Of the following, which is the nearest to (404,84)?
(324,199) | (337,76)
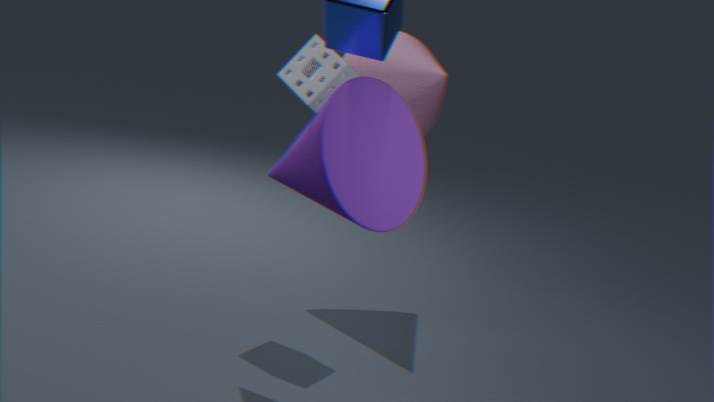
(337,76)
